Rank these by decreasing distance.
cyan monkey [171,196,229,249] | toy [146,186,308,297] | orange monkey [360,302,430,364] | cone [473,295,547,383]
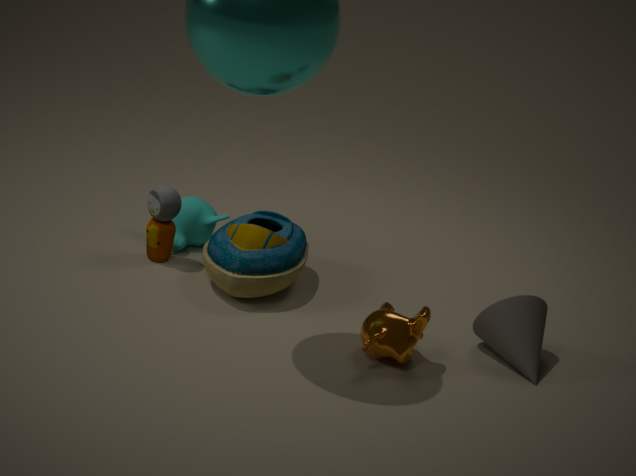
1. cyan monkey [171,196,229,249]
2. toy [146,186,308,297]
3. cone [473,295,547,383]
4. orange monkey [360,302,430,364]
